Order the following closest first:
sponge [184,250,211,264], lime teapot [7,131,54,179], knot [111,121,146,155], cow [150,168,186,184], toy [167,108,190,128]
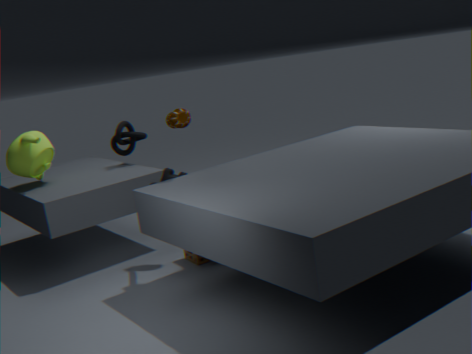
1. toy [167,108,190,128]
2. cow [150,168,186,184]
3. sponge [184,250,211,264]
4. lime teapot [7,131,54,179]
5. knot [111,121,146,155]
